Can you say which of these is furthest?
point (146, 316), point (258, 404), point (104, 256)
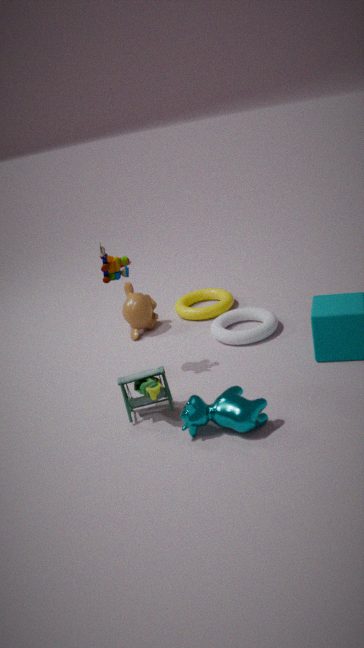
point (146, 316)
